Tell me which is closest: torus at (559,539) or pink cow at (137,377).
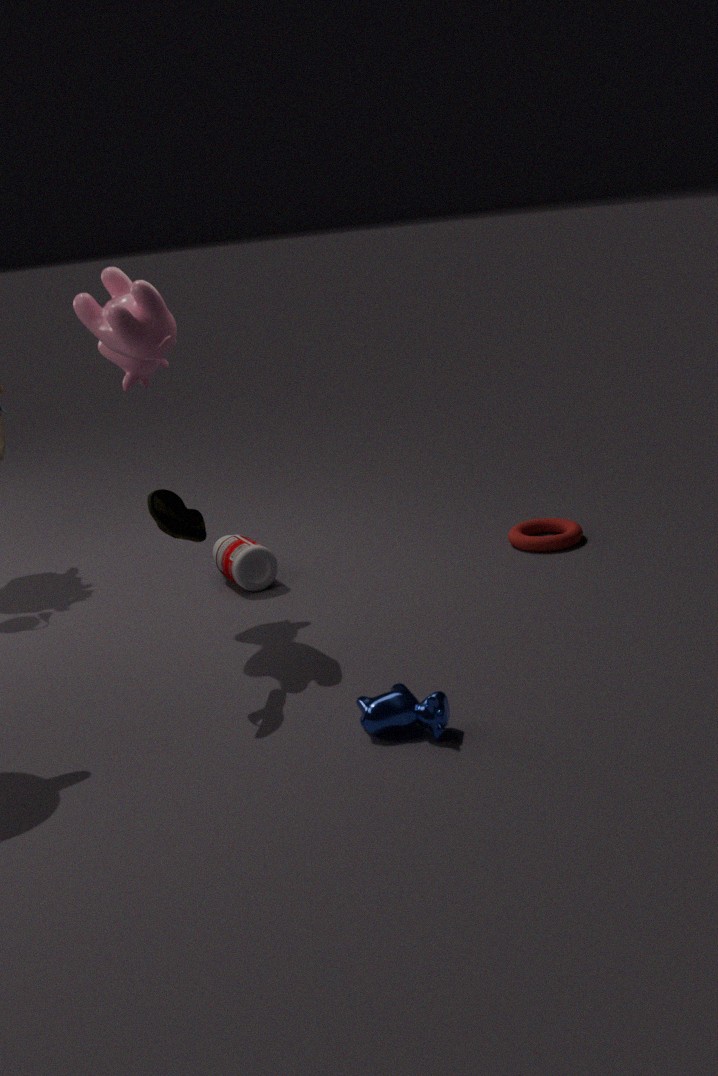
pink cow at (137,377)
